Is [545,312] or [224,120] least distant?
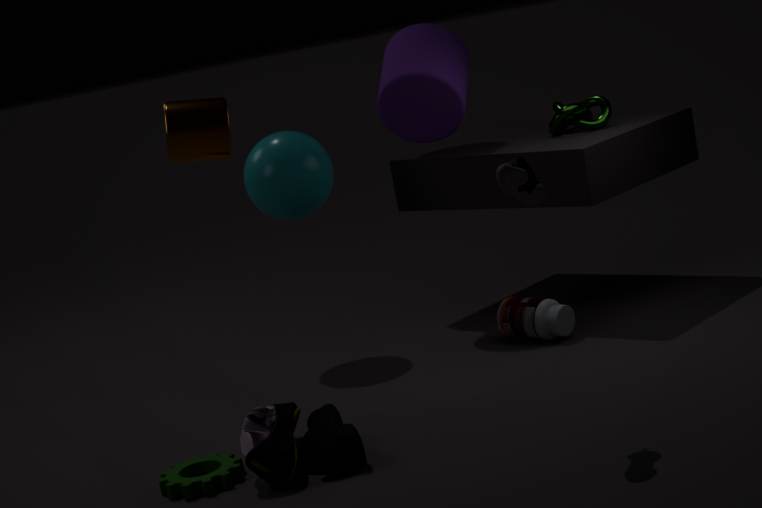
[224,120]
